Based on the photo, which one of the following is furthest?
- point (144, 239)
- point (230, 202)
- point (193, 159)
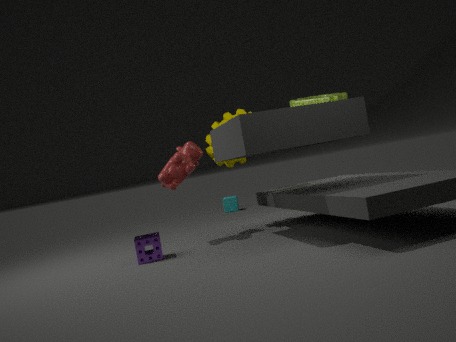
point (230, 202)
